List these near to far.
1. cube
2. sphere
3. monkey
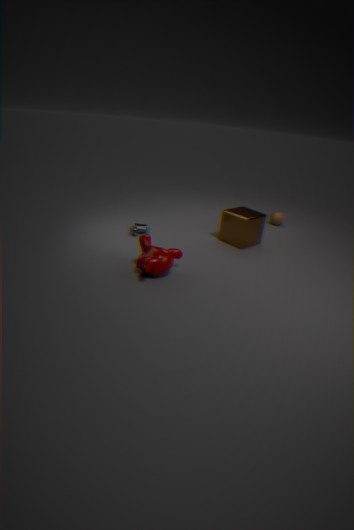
monkey → cube → sphere
